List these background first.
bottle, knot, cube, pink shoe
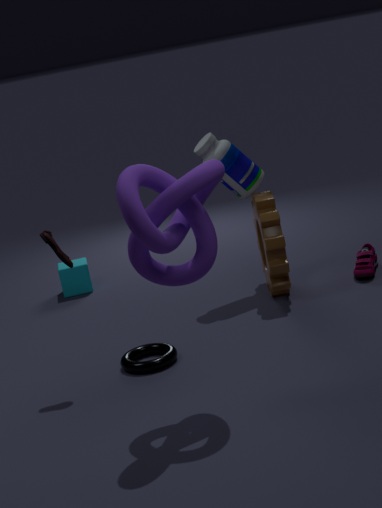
cube, bottle, pink shoe, knot
